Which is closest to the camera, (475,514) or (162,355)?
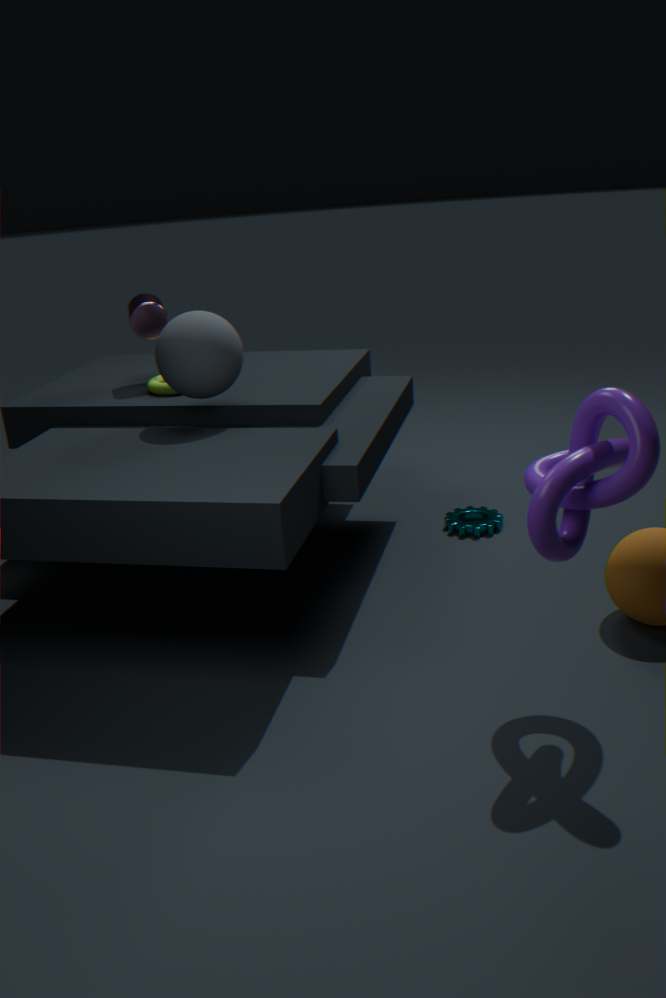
(162,355)
